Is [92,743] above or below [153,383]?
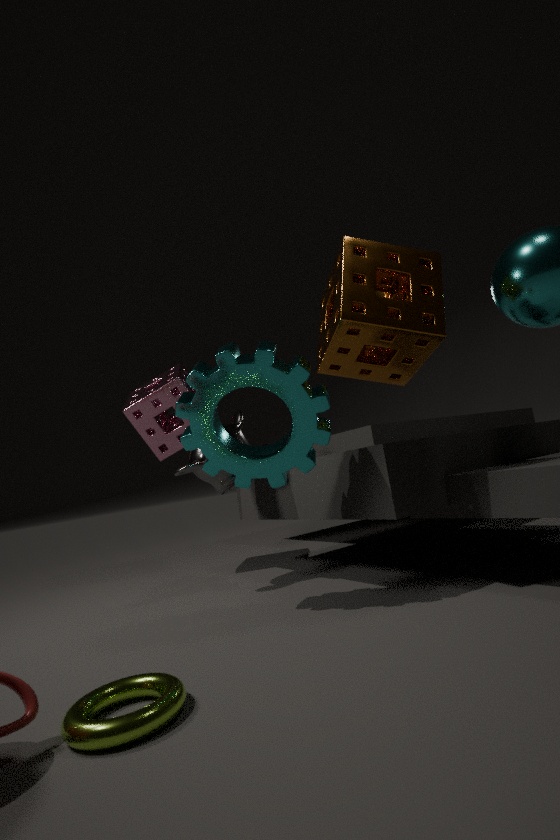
below
